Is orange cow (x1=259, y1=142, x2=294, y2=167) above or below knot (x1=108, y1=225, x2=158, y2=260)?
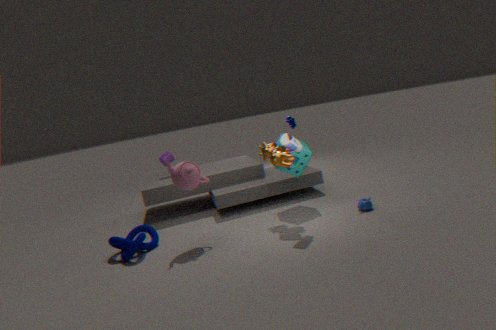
above
